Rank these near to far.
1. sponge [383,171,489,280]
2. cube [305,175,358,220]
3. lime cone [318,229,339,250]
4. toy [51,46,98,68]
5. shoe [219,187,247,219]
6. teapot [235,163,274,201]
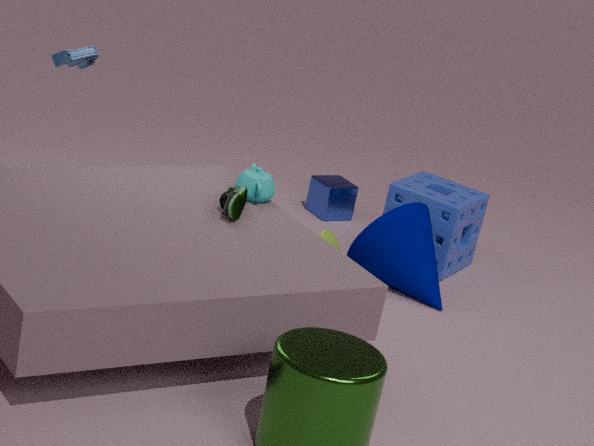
shoe [219,187,247,219]
teapot [235,163,274,201]
toy [51,46,98,68]
lime cone [318,229,339,250]
sponge [383,171,489,280]
cube [305,175,358,220]
